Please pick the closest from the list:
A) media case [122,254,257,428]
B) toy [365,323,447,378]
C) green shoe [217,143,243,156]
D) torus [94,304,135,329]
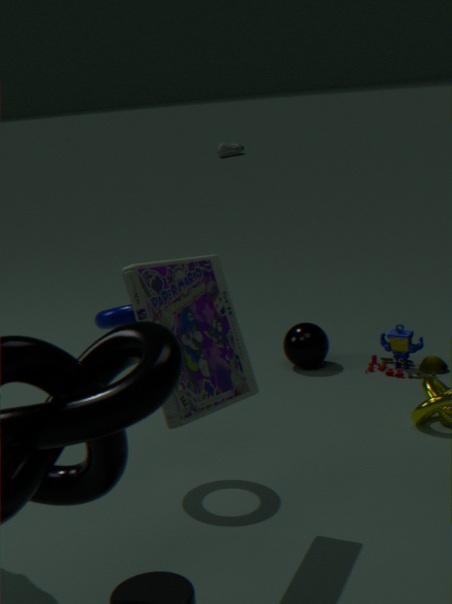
media case [122,254,257,428]
